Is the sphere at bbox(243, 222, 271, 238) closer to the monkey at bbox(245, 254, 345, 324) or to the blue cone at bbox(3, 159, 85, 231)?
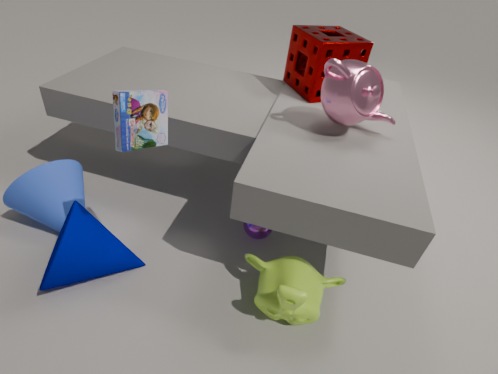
the monkey at bbox(245, 254, 345, 324)
